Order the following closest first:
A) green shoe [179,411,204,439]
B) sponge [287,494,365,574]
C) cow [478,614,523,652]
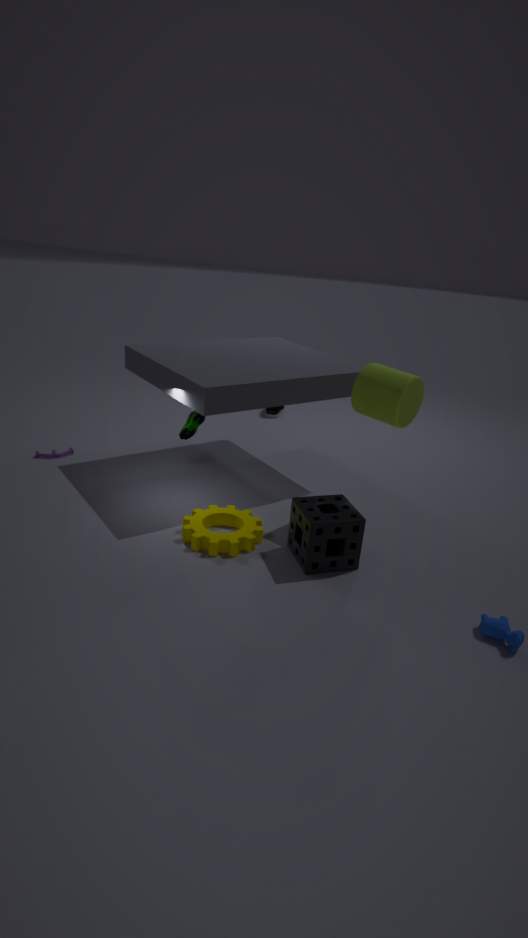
cow [478,614,523,652]
sponge [287,494,365,574]
green shoe [179,411,204,439]
